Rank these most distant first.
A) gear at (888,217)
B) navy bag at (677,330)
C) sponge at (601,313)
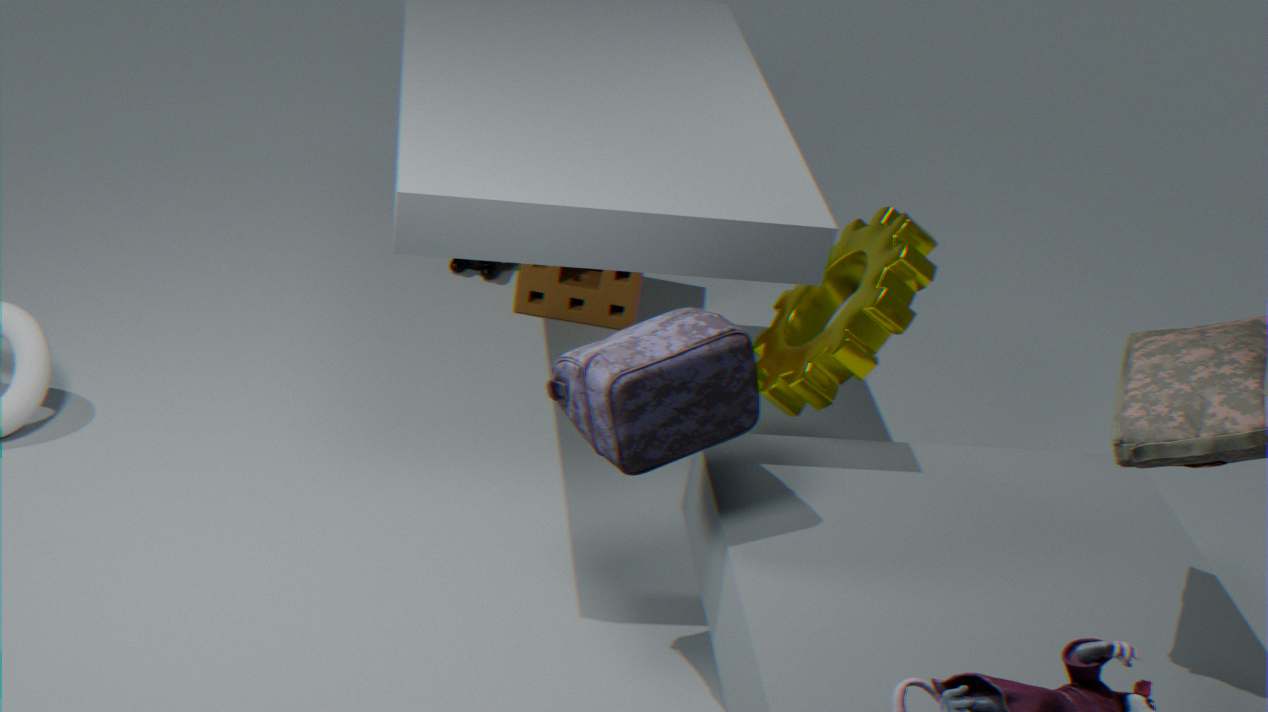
sponge at (601,313)
gear at (888,217)
navy bag at (677,330)
